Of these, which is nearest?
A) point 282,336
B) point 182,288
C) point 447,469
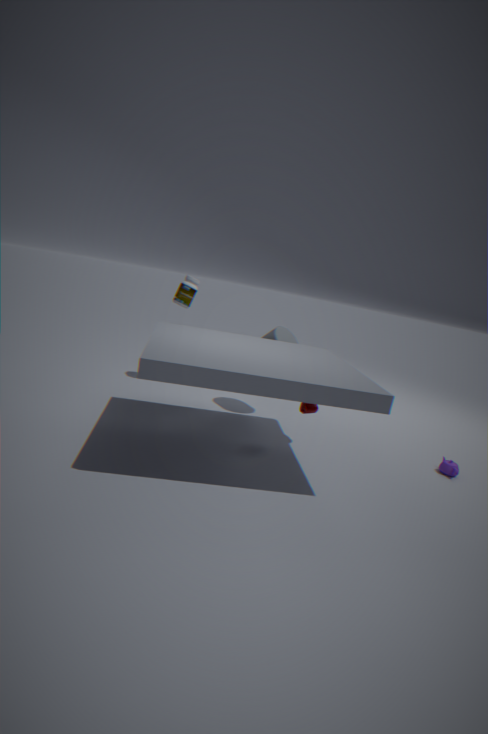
point 447,469
